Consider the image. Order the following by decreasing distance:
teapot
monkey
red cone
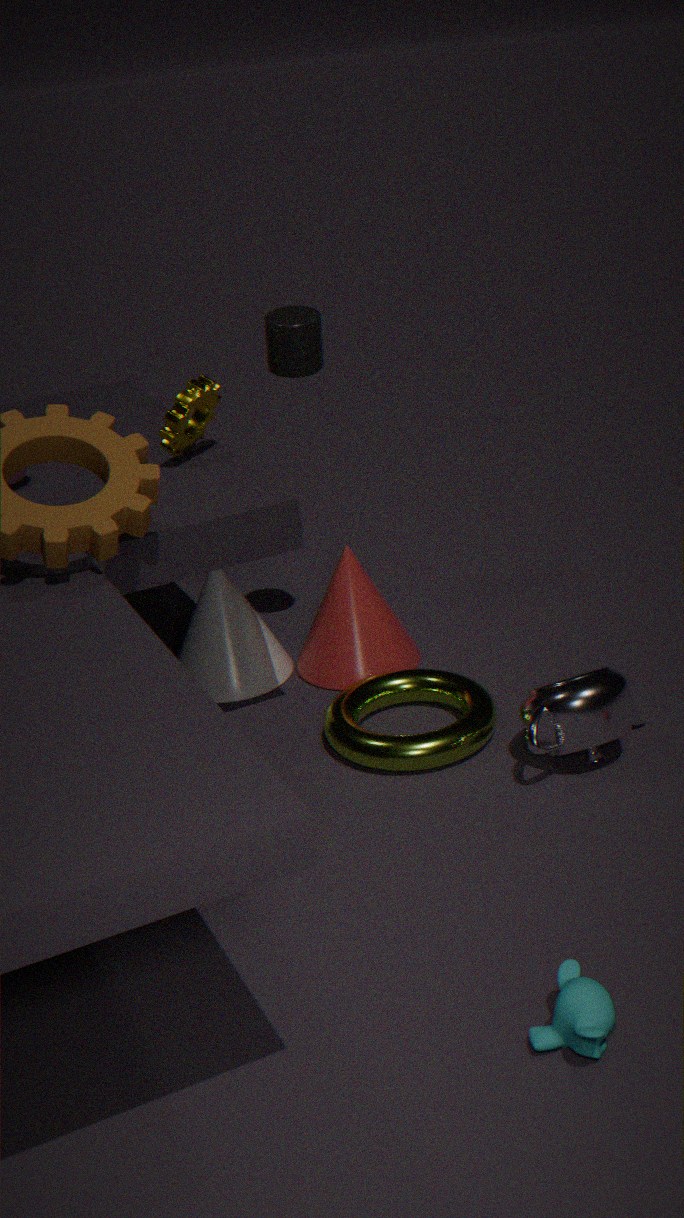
red cone < teapot < monkey
